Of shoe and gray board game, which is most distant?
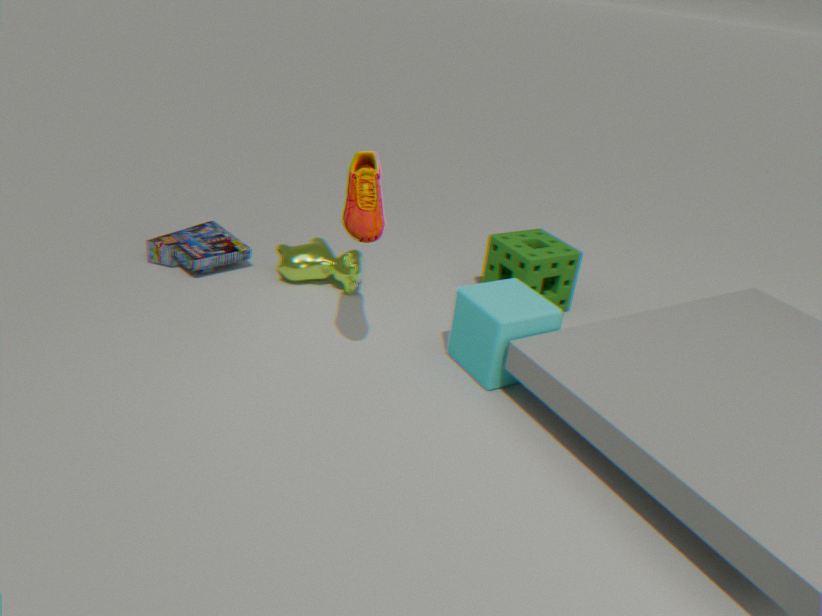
gray board game
